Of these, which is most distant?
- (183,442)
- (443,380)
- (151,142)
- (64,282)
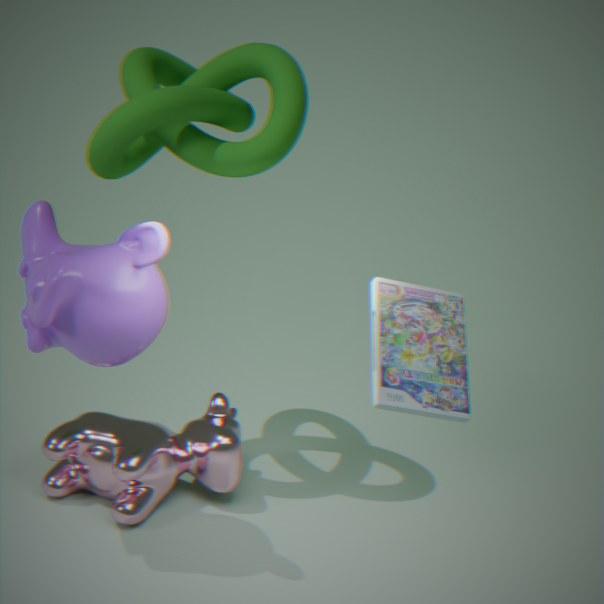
(183,442)
